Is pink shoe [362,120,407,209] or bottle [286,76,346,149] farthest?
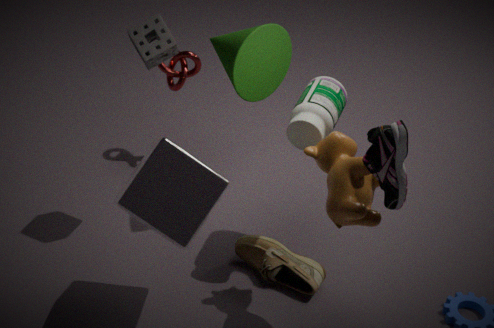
bottle [286,76,346,149]
